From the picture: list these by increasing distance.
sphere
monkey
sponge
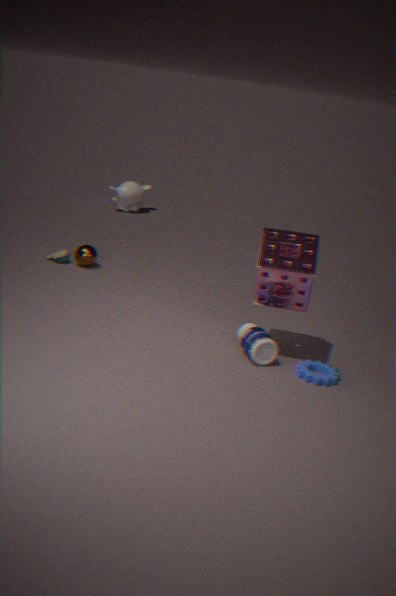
sponge < sphere < monkey
